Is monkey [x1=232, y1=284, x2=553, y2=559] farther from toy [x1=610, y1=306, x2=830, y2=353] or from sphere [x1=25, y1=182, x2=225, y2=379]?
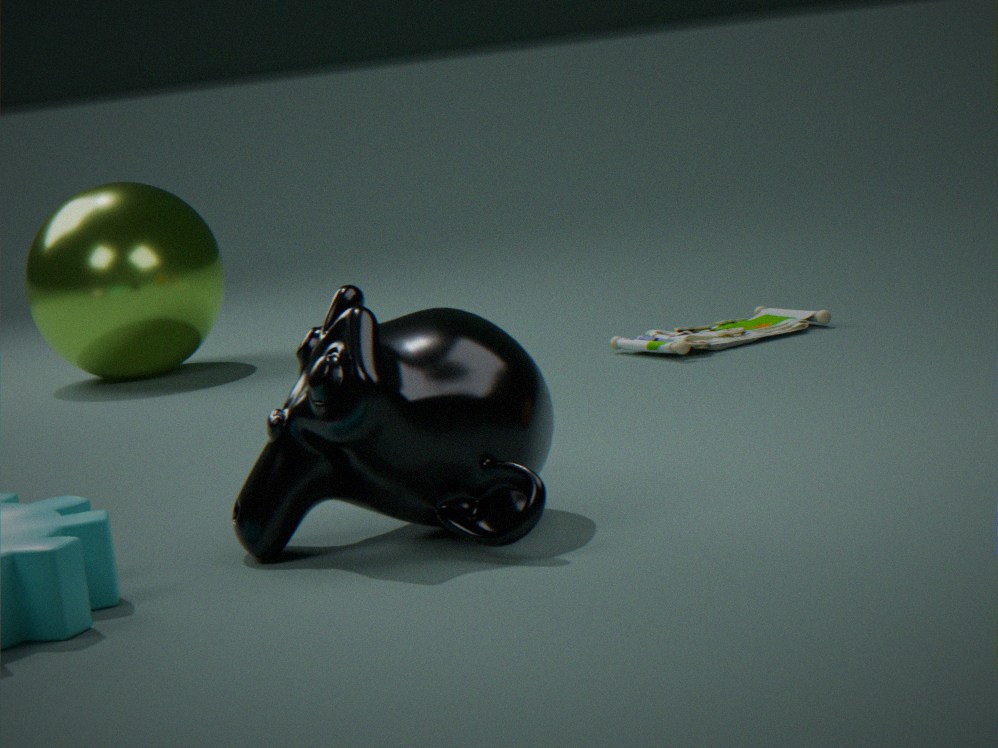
sphere [x1=25, y1=182, x2=225, y2=379]
